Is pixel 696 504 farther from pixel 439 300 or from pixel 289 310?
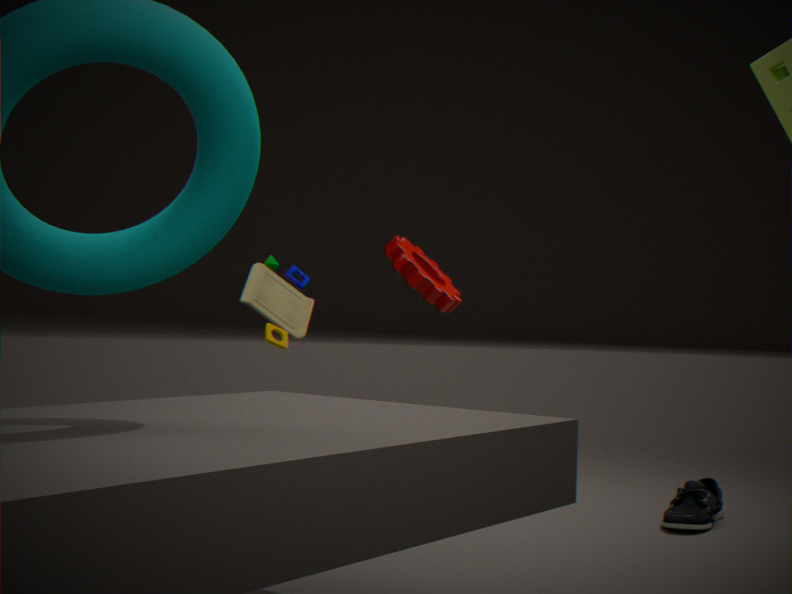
pixel 289 310
